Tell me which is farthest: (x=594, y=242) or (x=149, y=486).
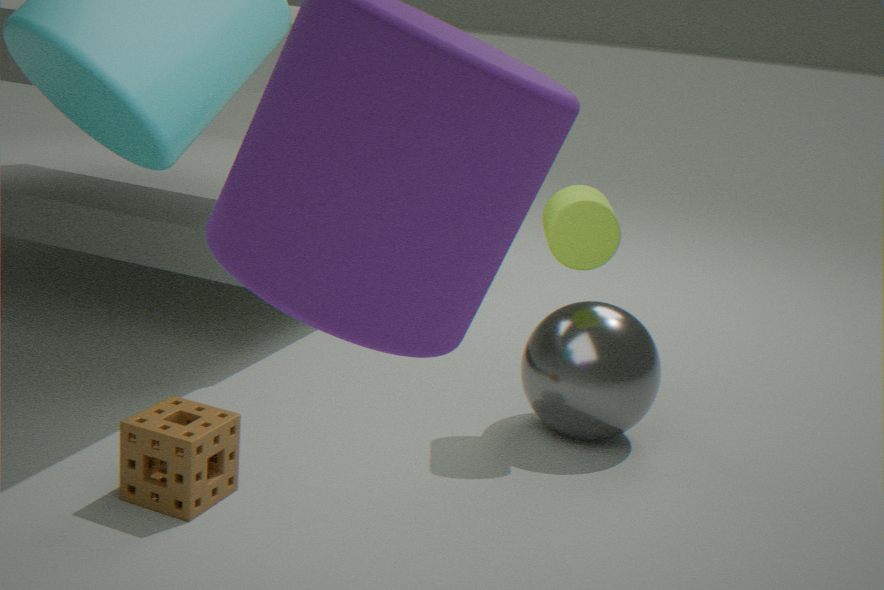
(x=594, y=242)
